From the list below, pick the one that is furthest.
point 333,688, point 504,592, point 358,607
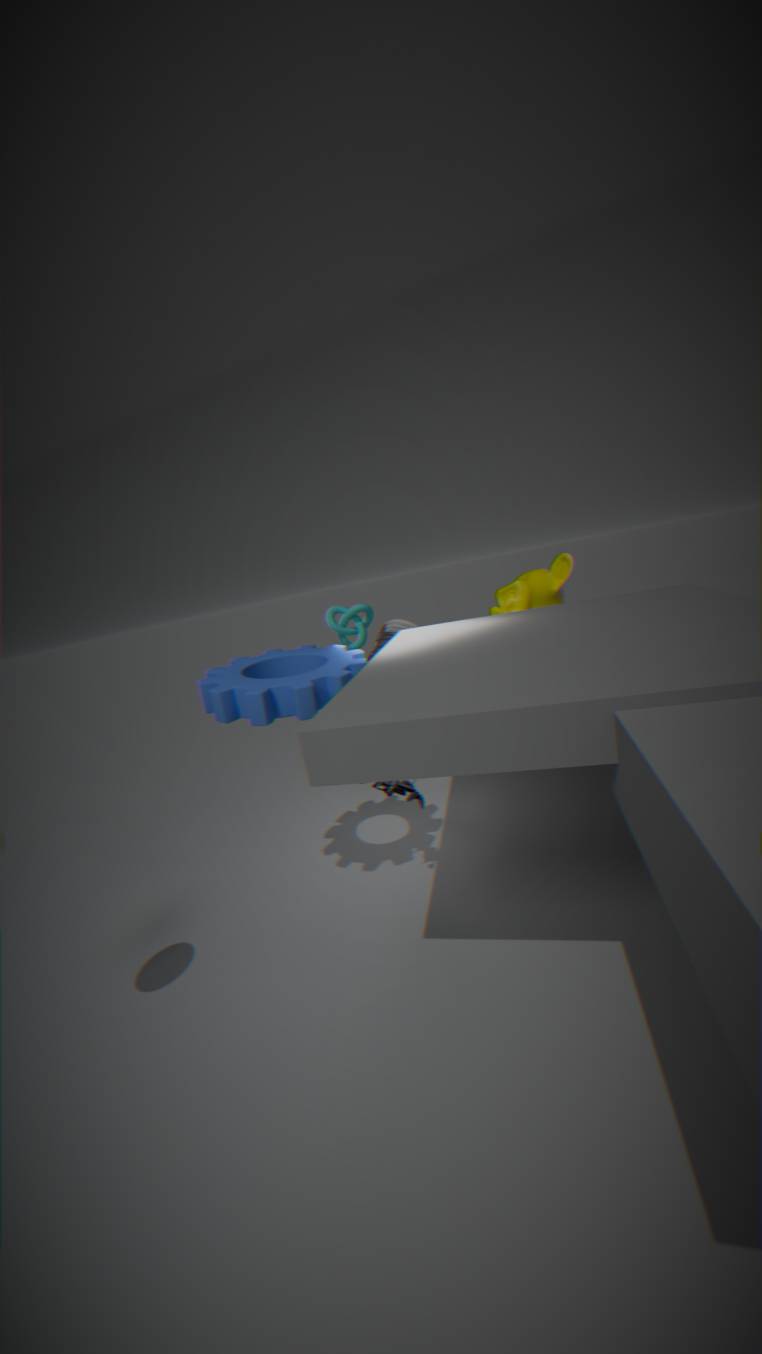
point 358,607
